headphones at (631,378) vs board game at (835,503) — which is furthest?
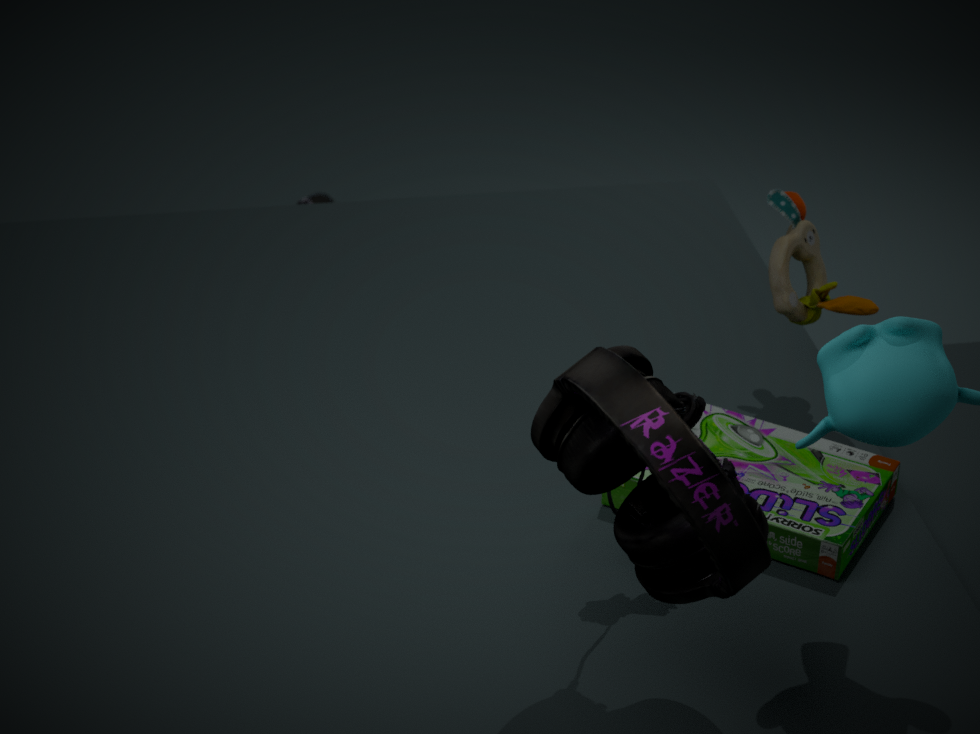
board game at (835,503)
